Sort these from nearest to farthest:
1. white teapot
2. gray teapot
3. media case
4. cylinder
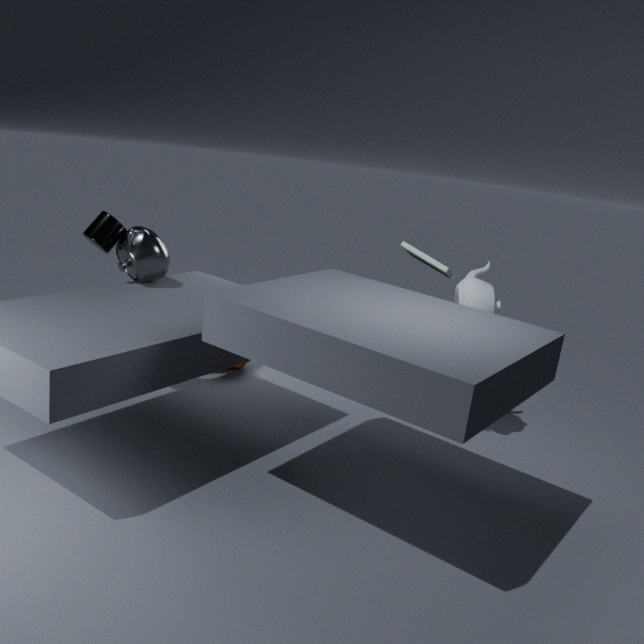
media case < gray teapot < cylinder < white teapot
